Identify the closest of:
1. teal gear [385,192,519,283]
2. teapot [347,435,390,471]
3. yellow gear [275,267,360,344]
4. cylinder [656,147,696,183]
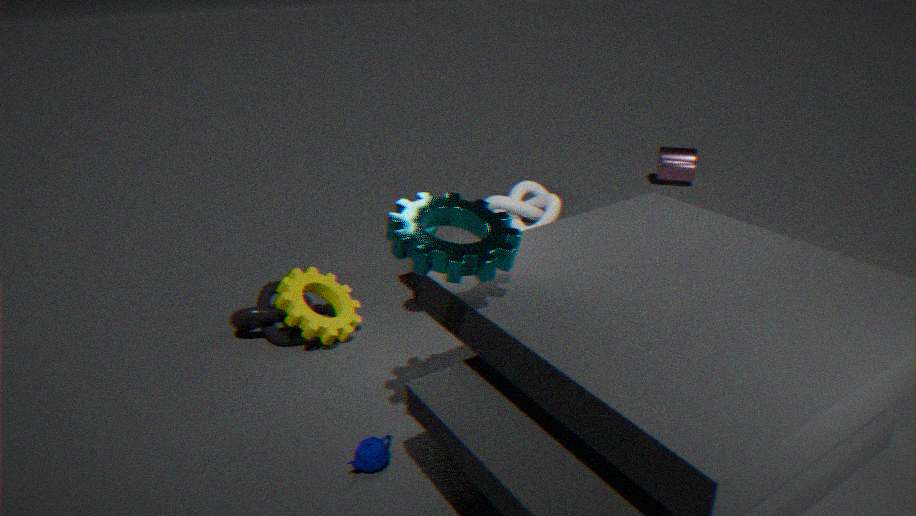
teal gear [385,192,519,283]
